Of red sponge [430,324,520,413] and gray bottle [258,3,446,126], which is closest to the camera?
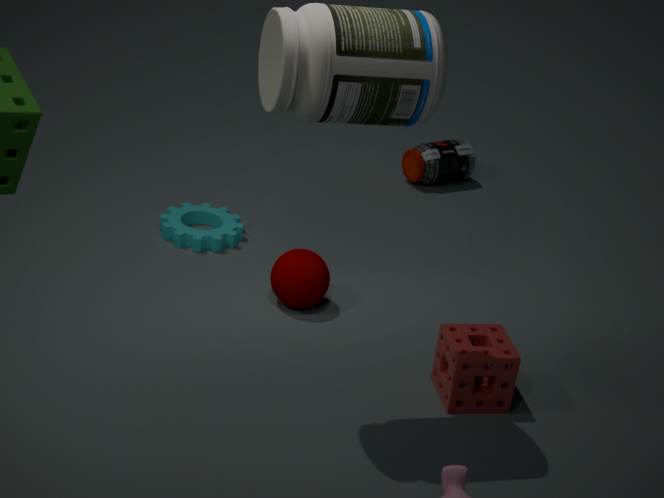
gray bottle [258,3,446,126]
